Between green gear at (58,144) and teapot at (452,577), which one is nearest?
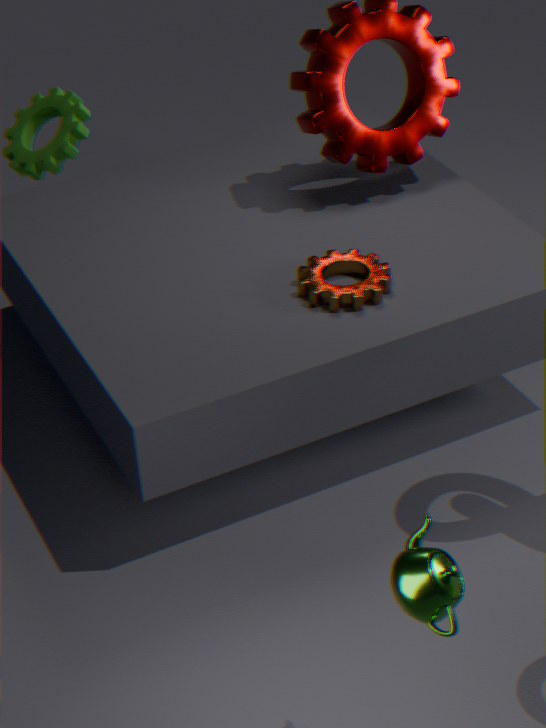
teapot at (452,577)
